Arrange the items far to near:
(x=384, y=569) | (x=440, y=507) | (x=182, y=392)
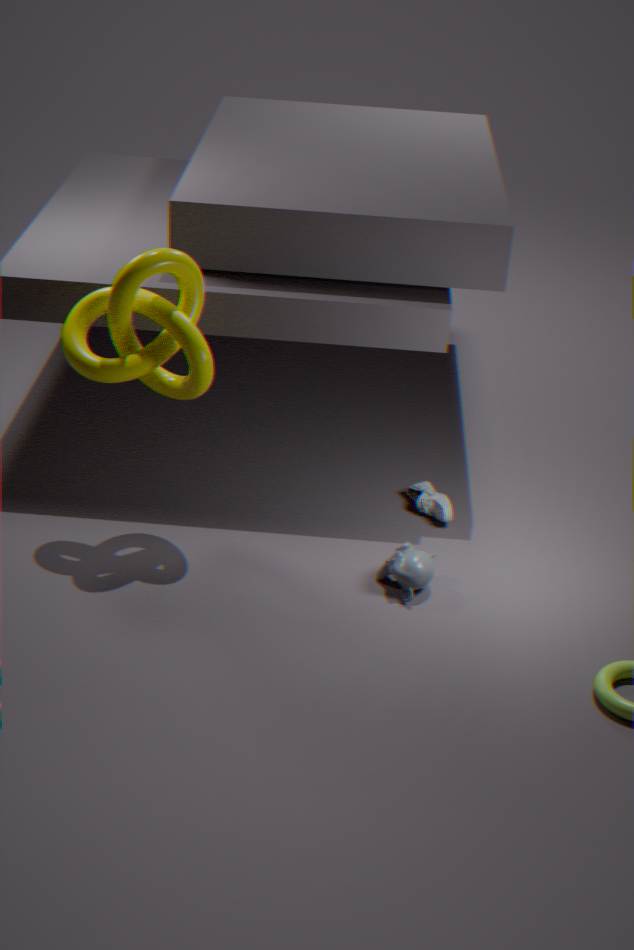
(x=440, y=507), (x=182, y=392), (x=384, y=569)
